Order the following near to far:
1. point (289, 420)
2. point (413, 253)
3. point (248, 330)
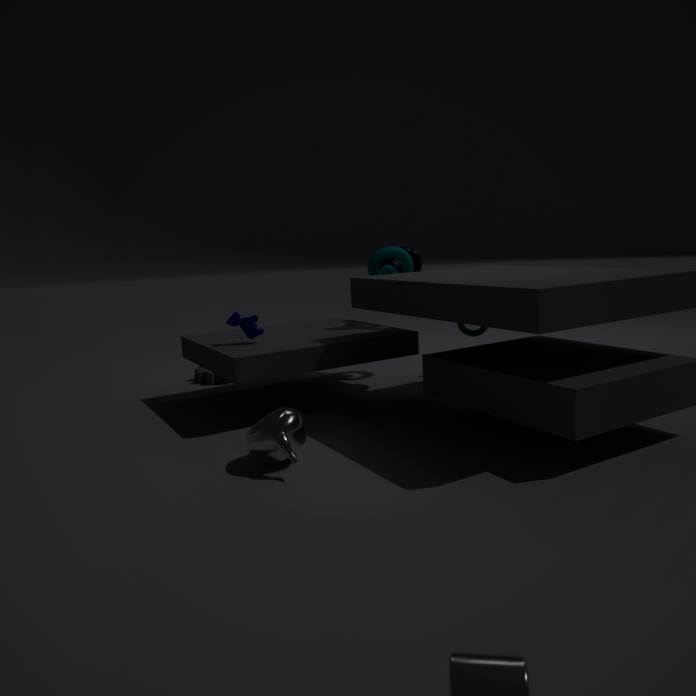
1. point (289, 420)
2. point (248, 330)
3. point (413, 253)
